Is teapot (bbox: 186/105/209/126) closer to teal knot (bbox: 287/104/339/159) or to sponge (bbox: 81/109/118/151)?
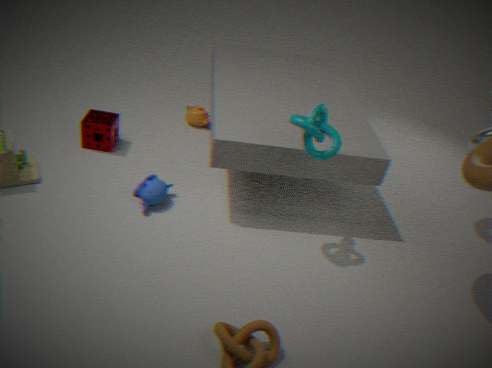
sponge (bbox: 81/109/118/151)
